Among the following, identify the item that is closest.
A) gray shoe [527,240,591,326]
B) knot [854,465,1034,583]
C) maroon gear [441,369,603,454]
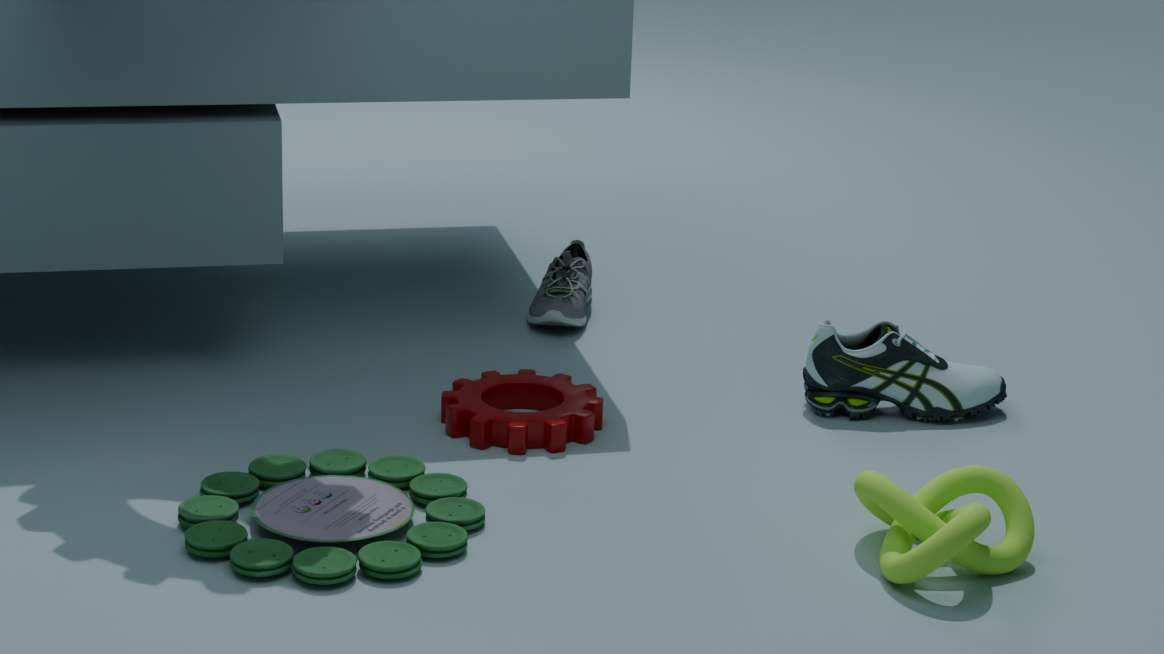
knot [854,465,1034,583]
